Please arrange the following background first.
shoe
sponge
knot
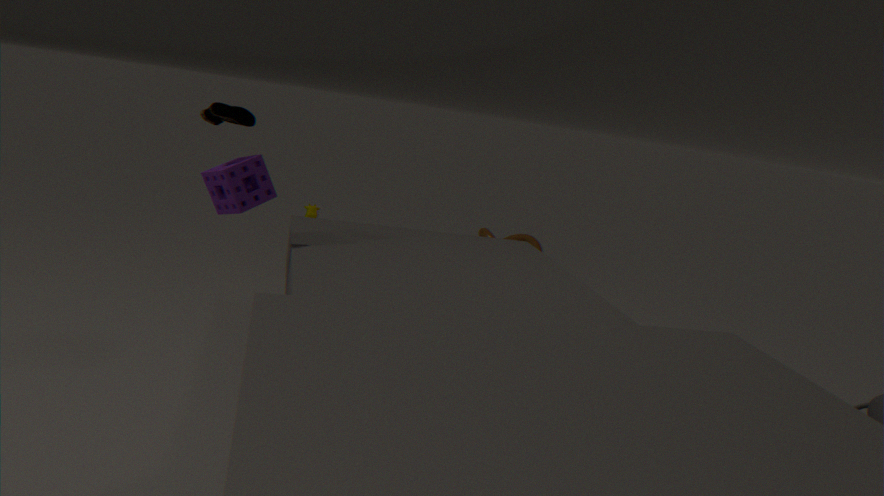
knot → sponge → shoe
